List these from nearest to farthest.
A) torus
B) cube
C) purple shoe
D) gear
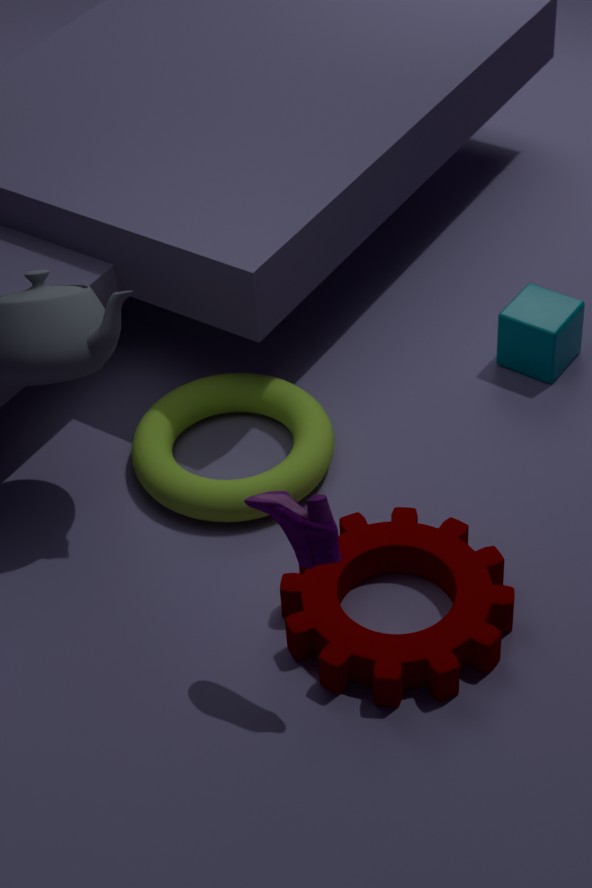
purple shoe → gear → torus → cube
